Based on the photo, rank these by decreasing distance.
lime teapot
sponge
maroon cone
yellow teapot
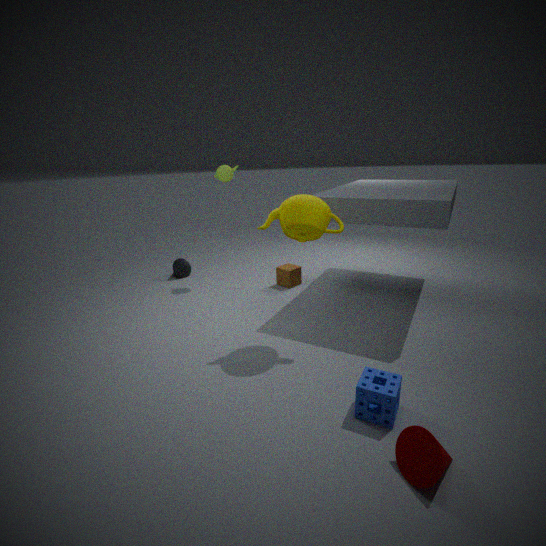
1. lime teapot
2. yellow teapot
3. sponge
4. maroon cone
